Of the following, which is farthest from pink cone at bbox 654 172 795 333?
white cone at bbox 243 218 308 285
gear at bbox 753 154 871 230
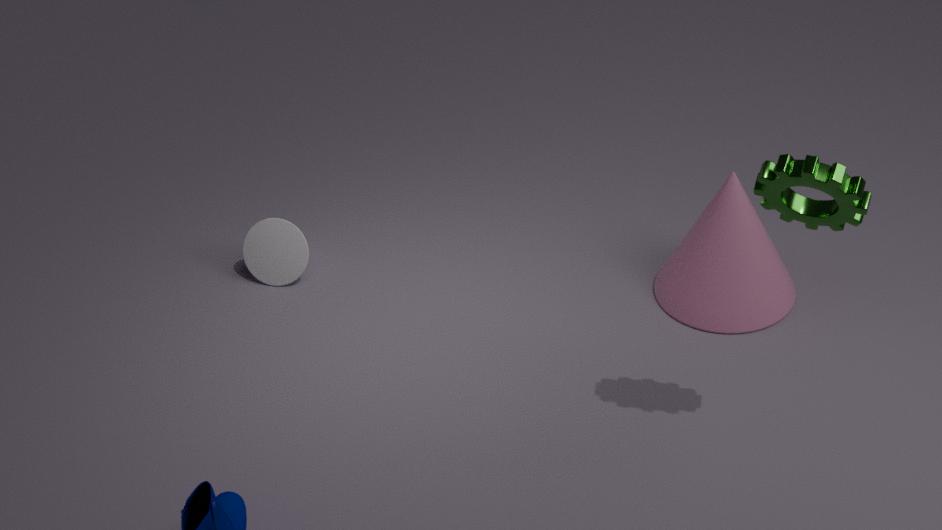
white cone at bbox 243 218 308 285
